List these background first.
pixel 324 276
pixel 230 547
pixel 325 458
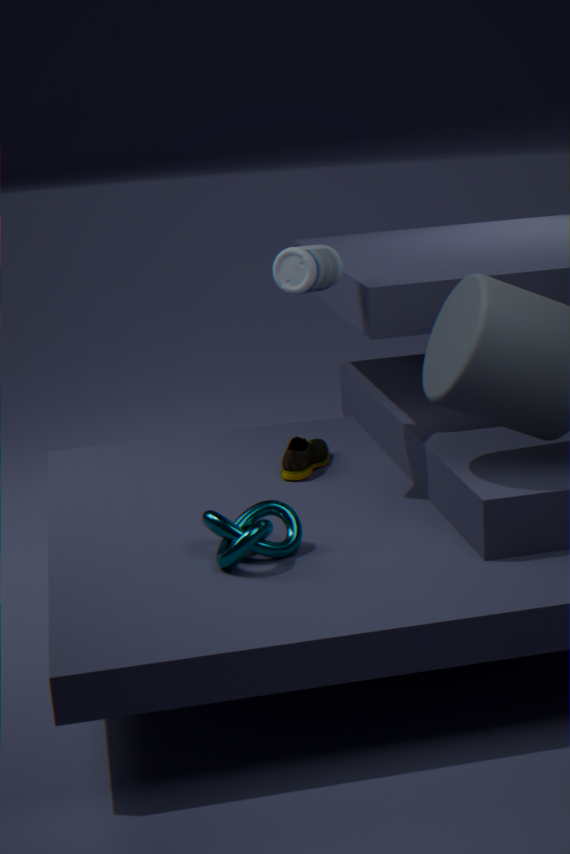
pixel 325 458, pixel 324 276, pixel 230 547
